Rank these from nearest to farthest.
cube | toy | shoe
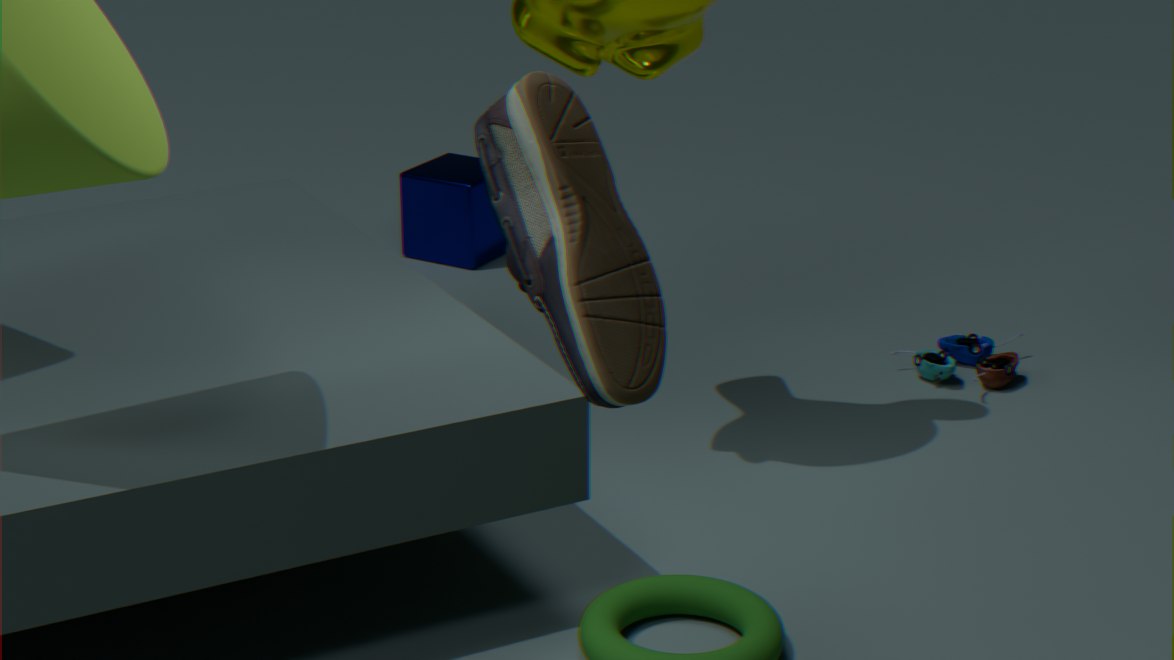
shoe
toy
cube
